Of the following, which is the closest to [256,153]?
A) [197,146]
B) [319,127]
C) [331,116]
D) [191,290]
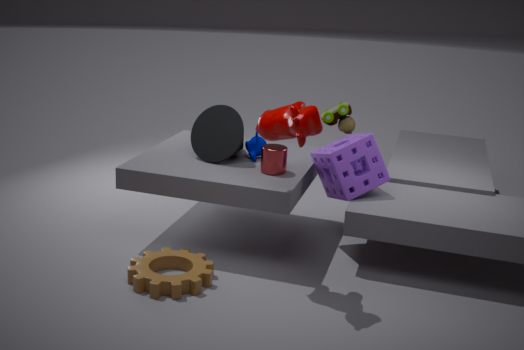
[197,146]
